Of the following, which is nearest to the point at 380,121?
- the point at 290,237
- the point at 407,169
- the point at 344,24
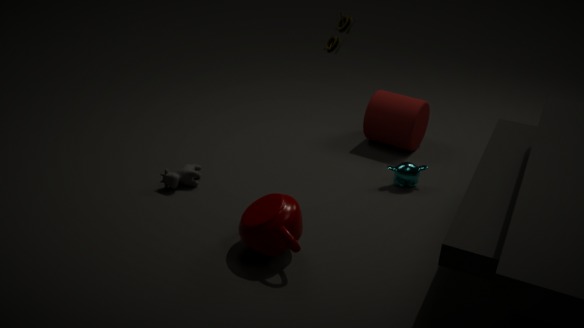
the point at 407,169
